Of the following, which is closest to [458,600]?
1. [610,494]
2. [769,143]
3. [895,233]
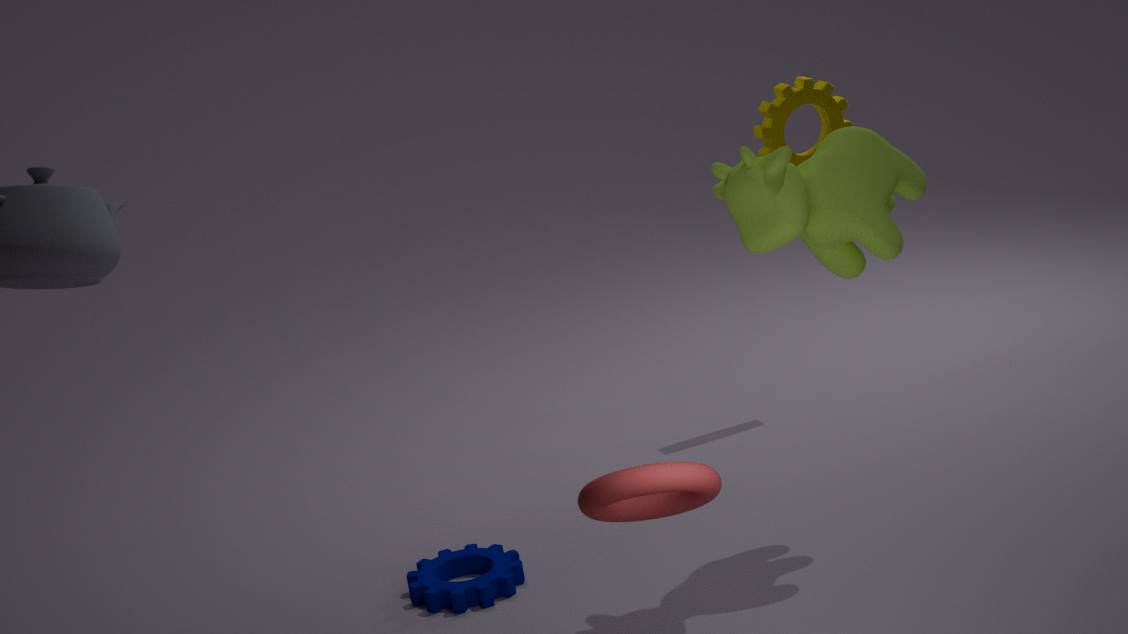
[610,494]
